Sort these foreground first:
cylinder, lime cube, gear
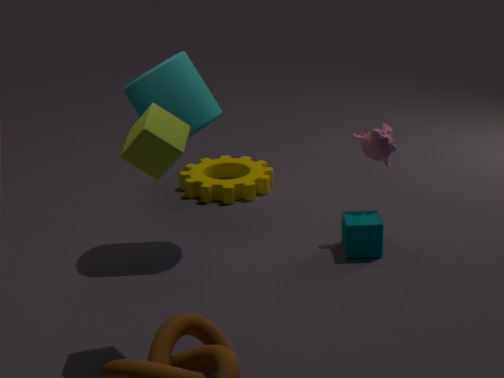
lime cube
cylinder
gear
